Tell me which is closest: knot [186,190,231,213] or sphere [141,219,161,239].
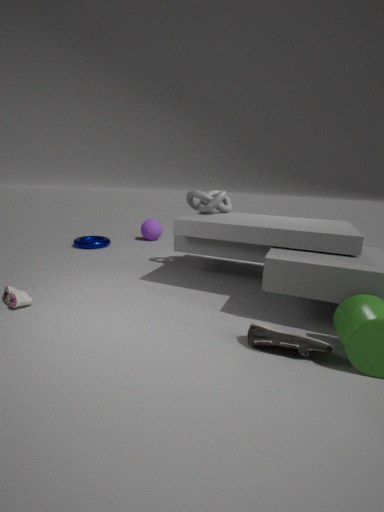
knot [186,190,231,213]
